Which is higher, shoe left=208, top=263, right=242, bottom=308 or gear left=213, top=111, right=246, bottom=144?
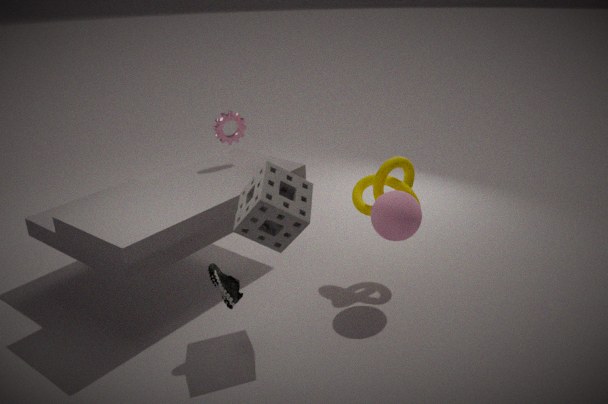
gear left=213, top=111, right=246, bottom=144
